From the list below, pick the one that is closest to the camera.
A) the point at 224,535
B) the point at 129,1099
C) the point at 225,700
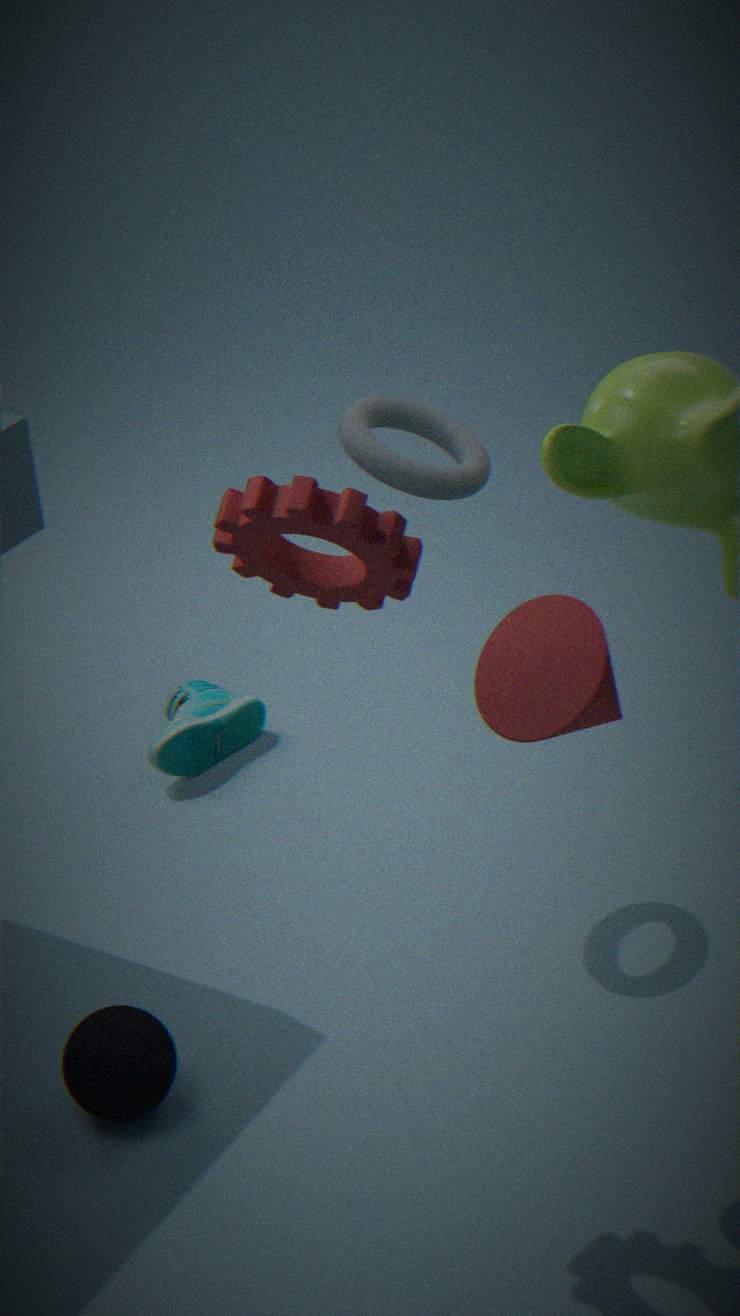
the point at 224,535
